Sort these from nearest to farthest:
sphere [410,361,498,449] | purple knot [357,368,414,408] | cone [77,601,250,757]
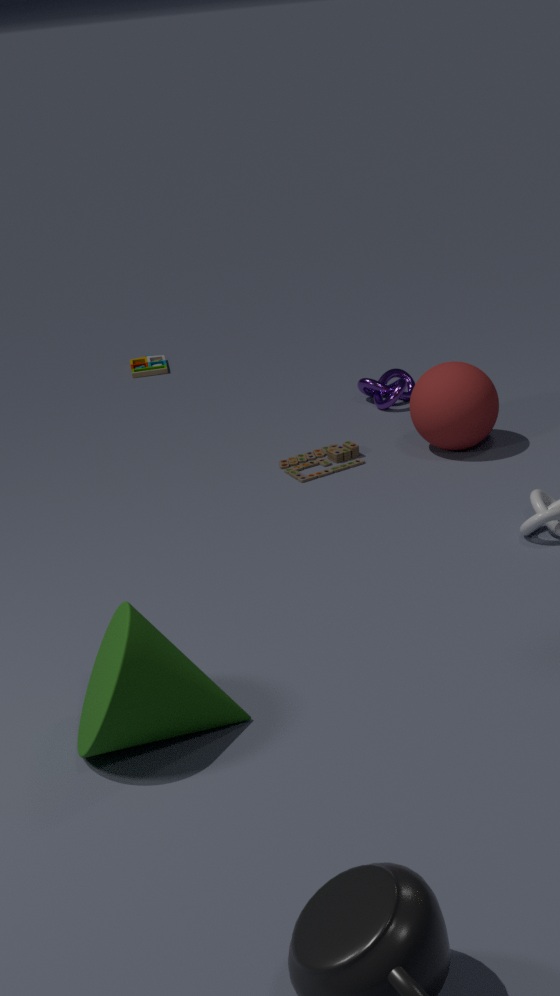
cone [77,601,250,757] < sphere [410,361,498,449] < purple knot [357,368,414,408]
